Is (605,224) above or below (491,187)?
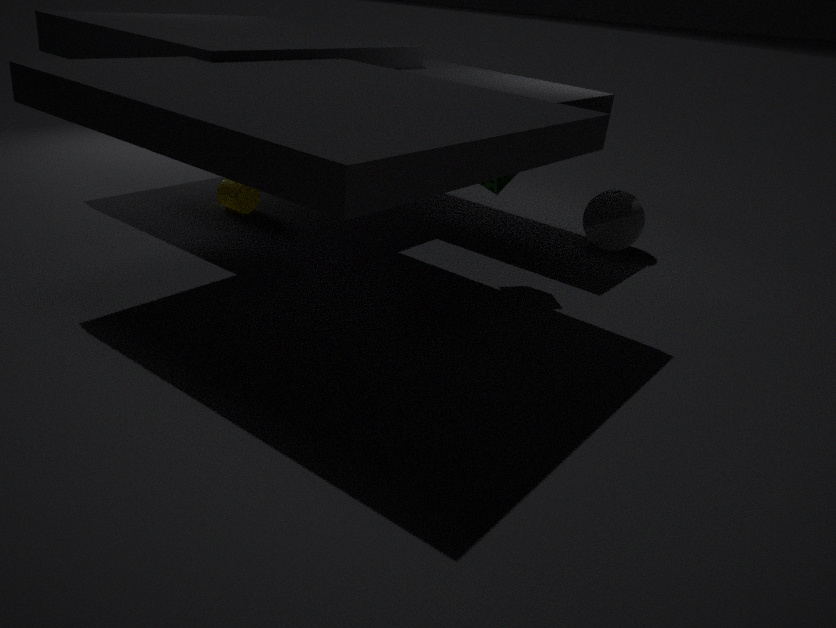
below
